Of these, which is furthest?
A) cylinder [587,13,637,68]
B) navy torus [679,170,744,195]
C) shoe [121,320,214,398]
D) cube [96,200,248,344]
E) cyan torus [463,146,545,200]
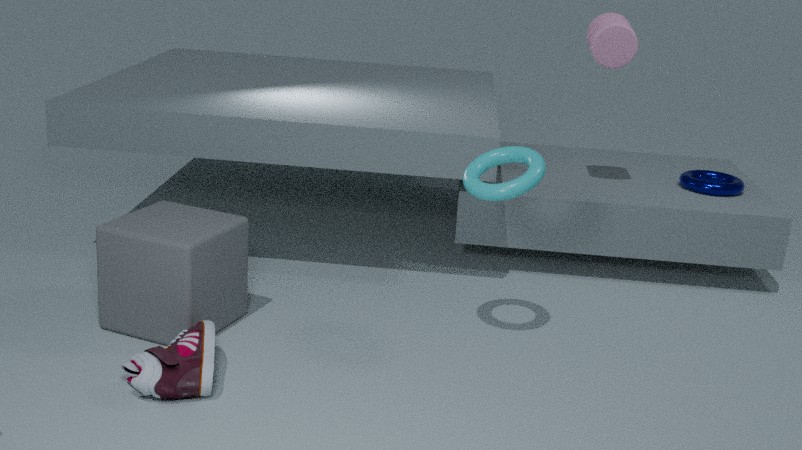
navy torus [679,170,744,195]
